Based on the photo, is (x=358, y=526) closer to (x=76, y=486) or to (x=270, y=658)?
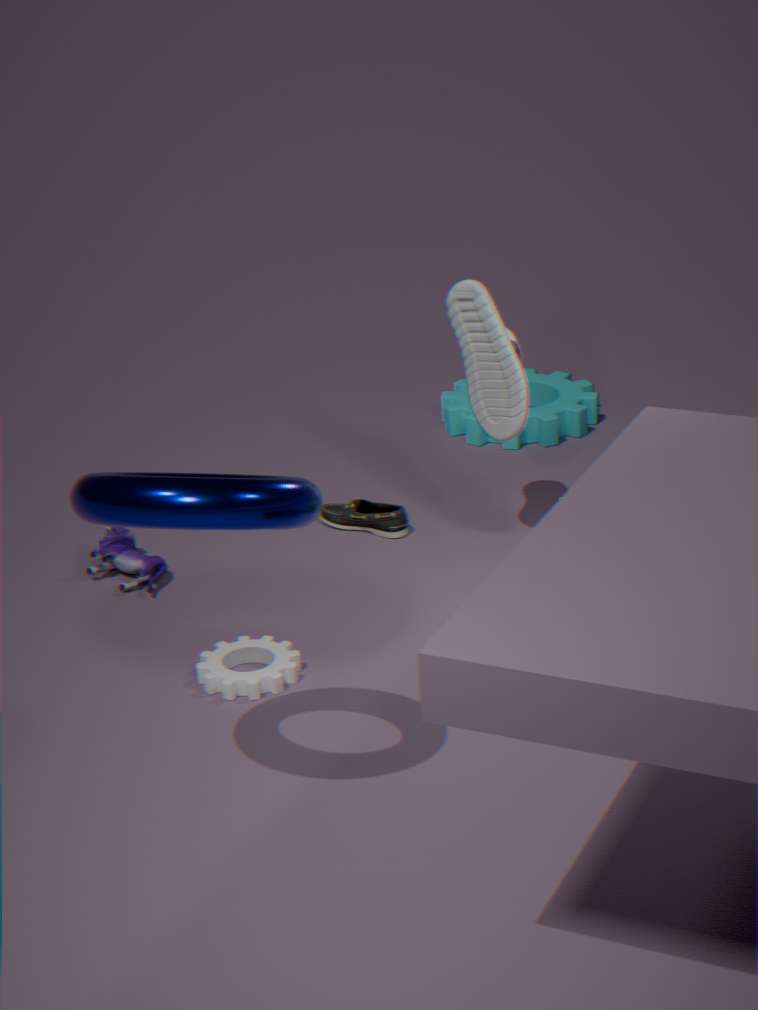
(x=270, y=658)
